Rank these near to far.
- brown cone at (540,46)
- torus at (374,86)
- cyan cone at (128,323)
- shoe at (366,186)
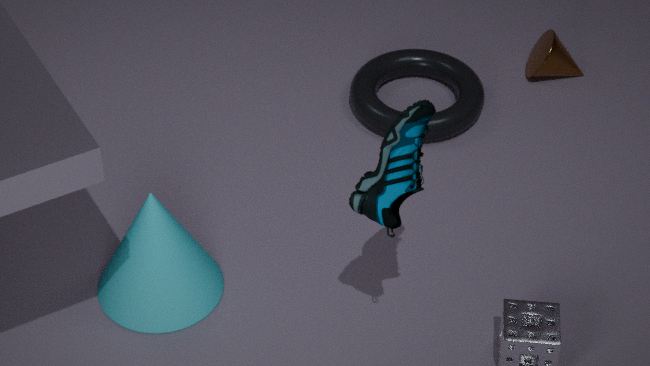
shoe at (366,186) < cyan cone at (128,323) < torus at (374,86) < brown cone at (540,46)
